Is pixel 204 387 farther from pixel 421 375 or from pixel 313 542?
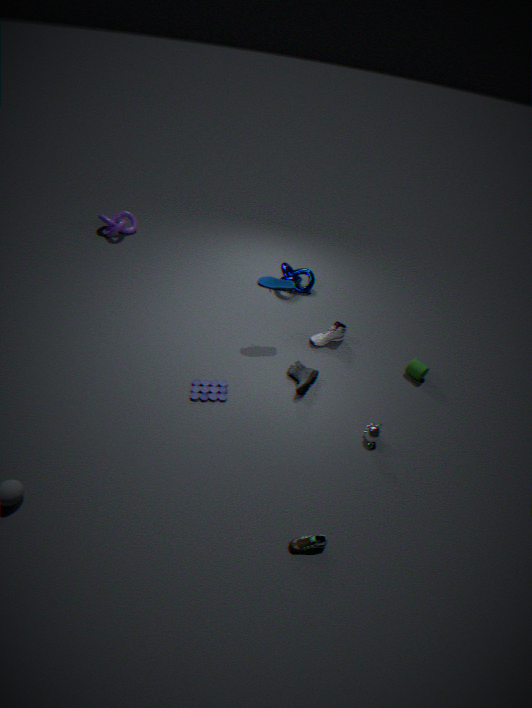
pixel 421 375
